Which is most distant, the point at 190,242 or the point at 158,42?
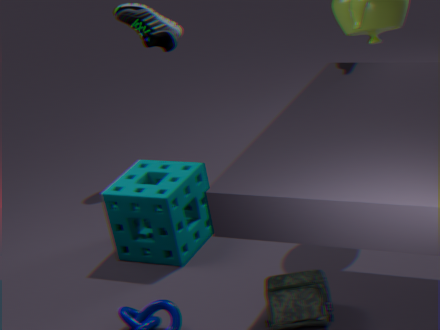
the point at 158,42
